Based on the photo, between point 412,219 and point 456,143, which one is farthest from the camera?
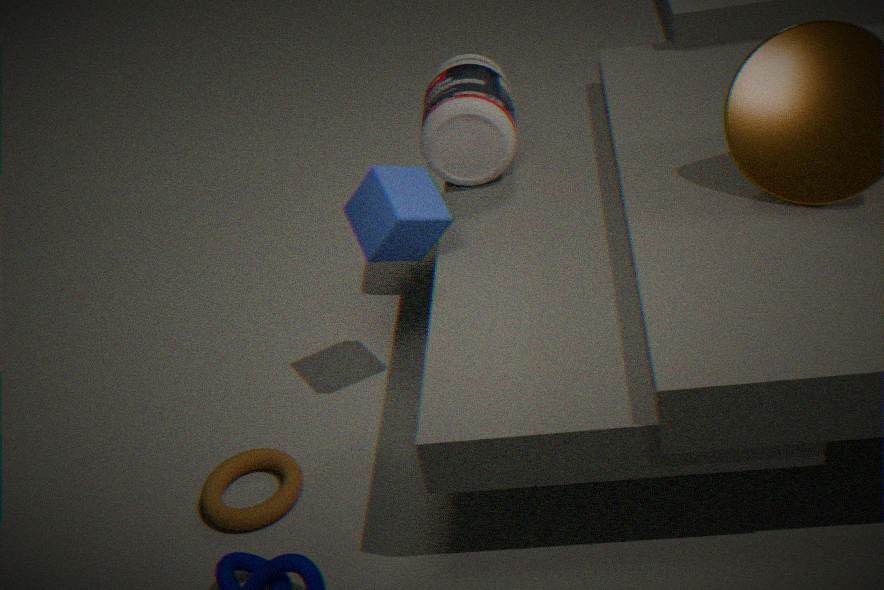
point 456,143
